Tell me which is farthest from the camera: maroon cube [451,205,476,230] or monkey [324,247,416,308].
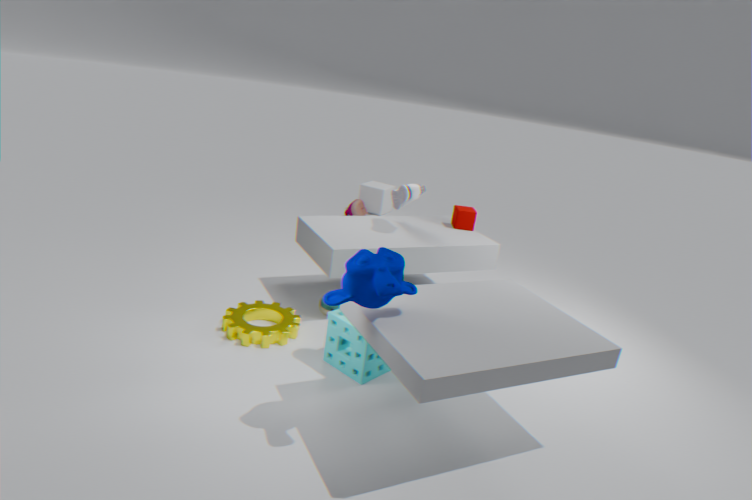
maroon cube [451,205,476,230]
